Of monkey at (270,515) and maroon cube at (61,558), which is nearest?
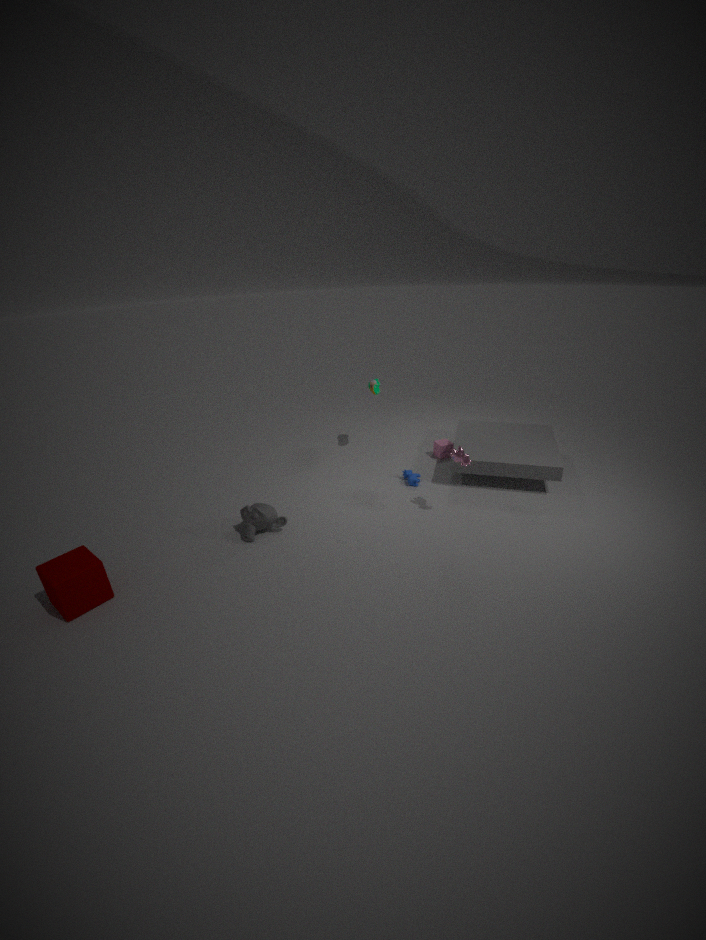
maroon cube at (61,558)
